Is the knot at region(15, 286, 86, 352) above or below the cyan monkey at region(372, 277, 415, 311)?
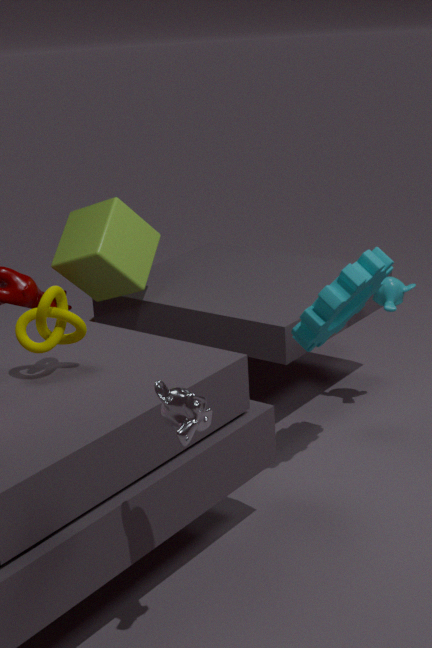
above
